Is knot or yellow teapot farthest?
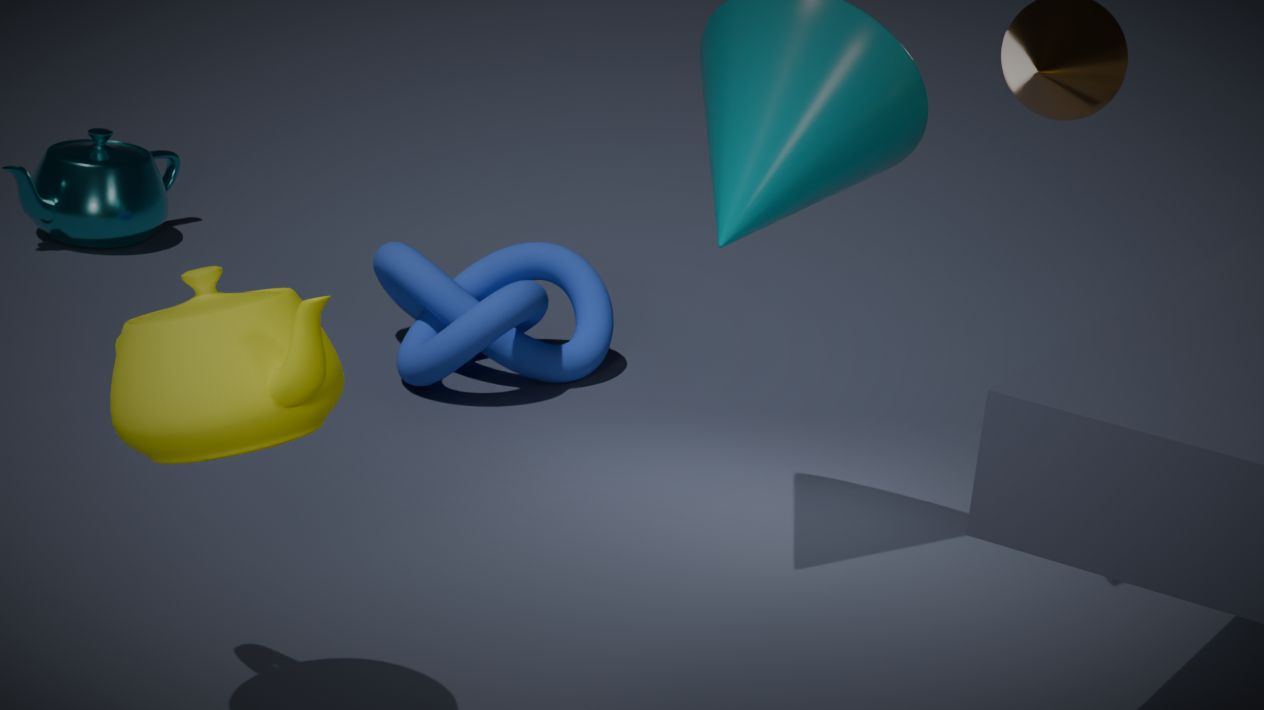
knot
